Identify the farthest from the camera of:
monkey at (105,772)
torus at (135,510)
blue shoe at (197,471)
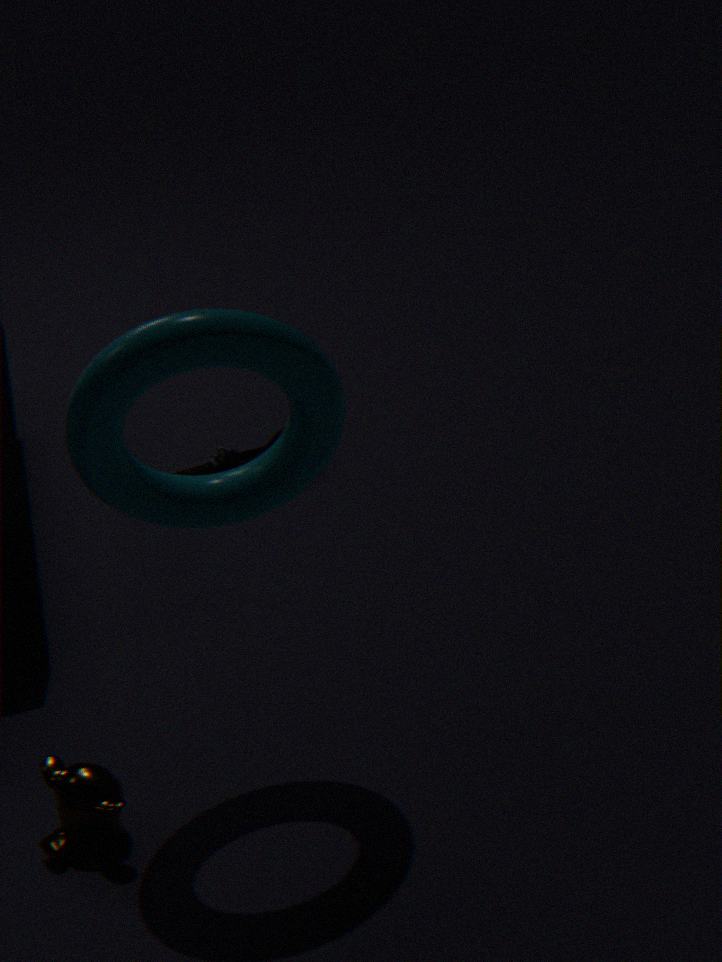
blue shoe at (197,471)
